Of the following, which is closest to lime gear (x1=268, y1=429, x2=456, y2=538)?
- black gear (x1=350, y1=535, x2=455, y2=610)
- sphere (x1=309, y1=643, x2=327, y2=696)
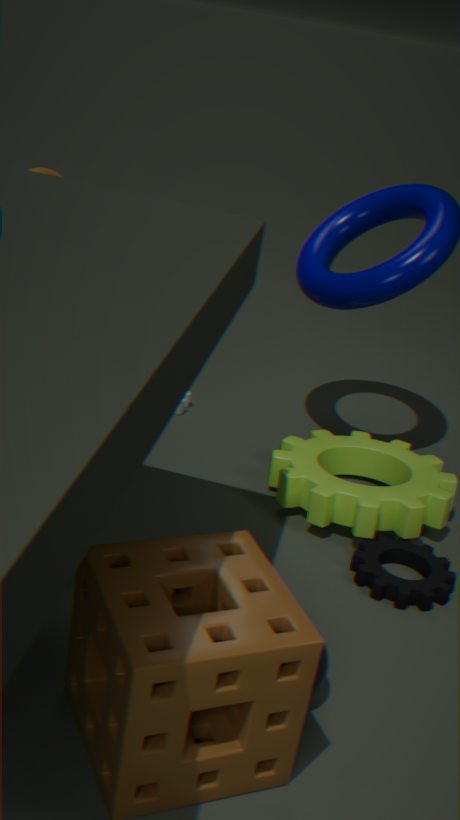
black gear (x1=350, y1=535, x2=455, y2=610)
